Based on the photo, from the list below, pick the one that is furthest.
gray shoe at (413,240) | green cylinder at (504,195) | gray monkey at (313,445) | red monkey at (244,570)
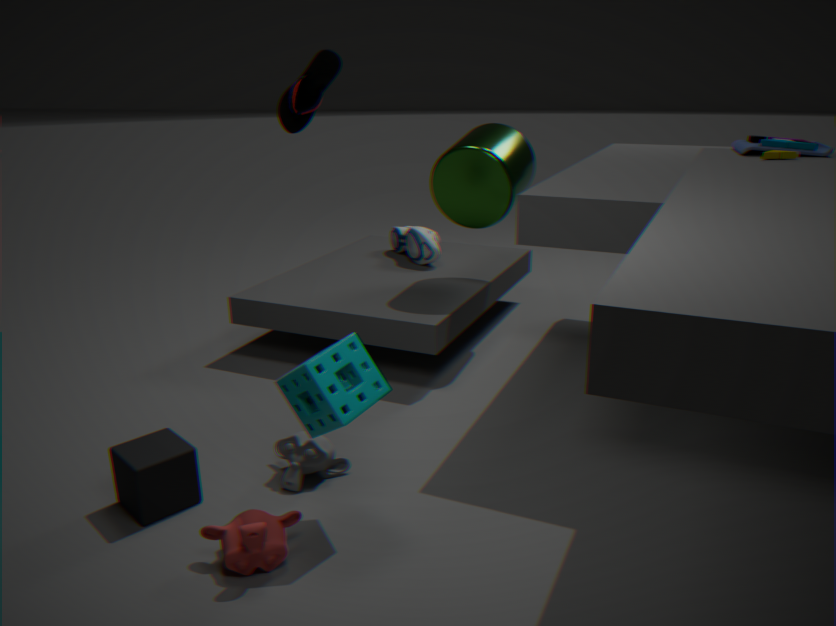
gray shoe at (413,240)
